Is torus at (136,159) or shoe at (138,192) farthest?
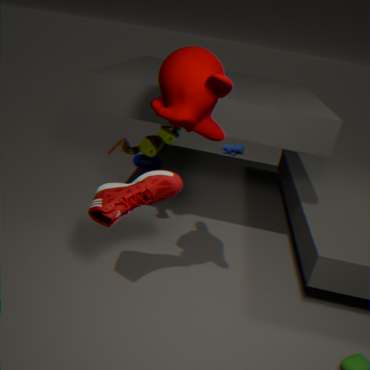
torus at (136,159)
